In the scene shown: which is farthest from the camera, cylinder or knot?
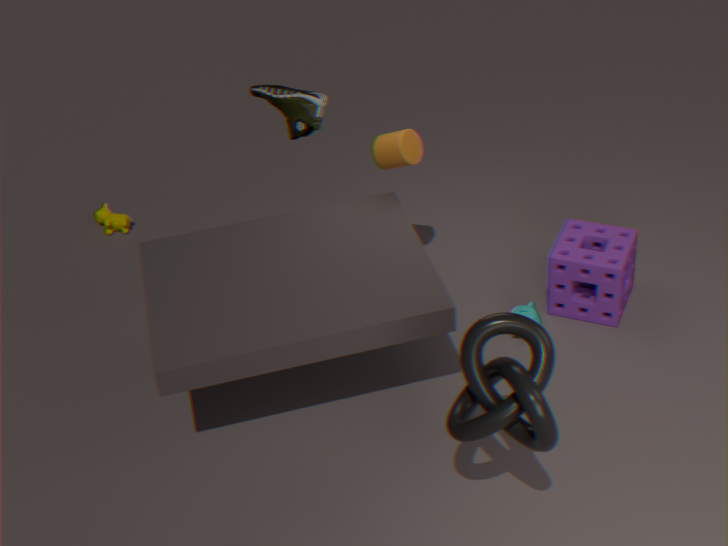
cylinder
